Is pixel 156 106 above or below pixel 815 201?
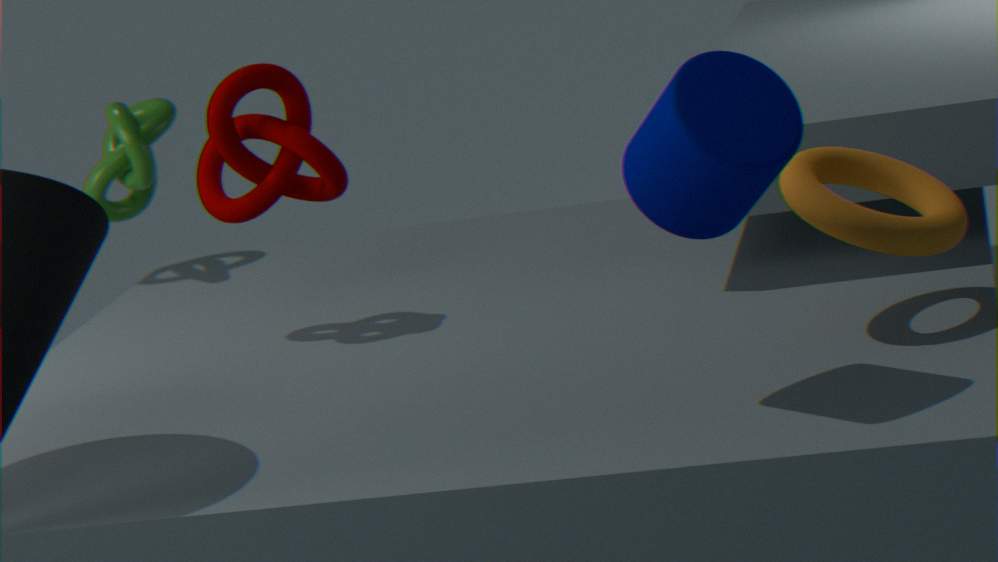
above
